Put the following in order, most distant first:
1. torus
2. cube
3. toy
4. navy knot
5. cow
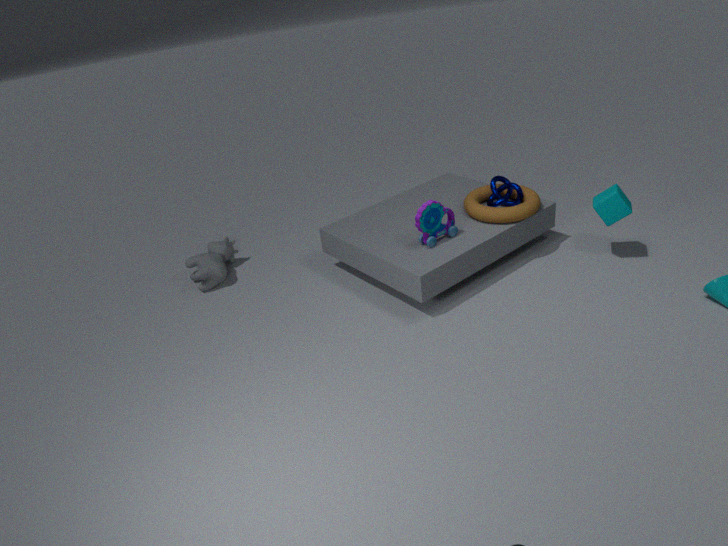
cow, navy knot, torus, cube, toy
